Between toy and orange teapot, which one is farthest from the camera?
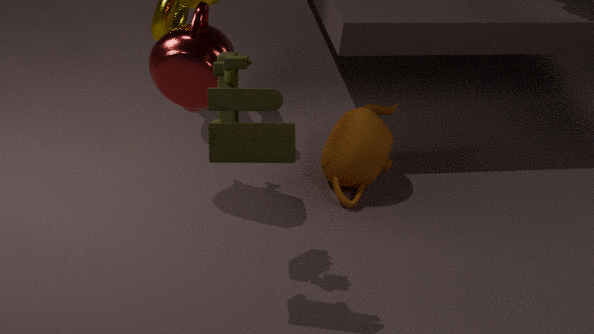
orange teapot
